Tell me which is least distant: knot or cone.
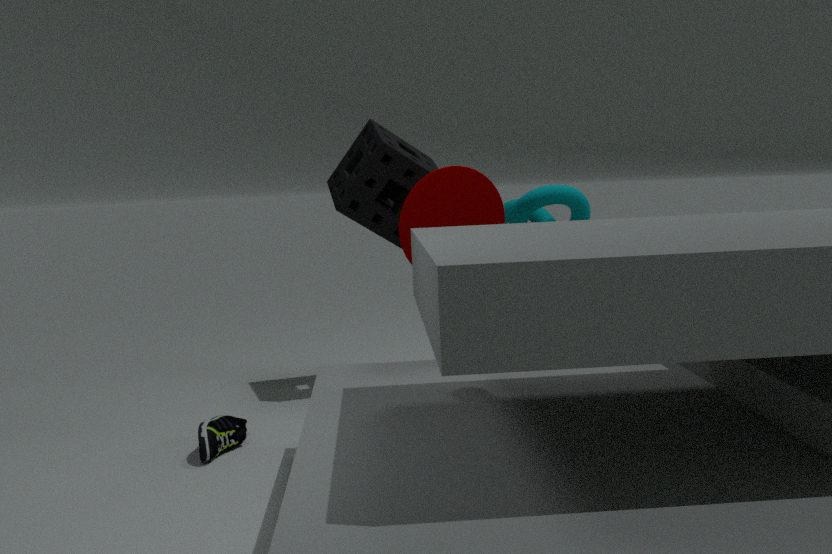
cone
